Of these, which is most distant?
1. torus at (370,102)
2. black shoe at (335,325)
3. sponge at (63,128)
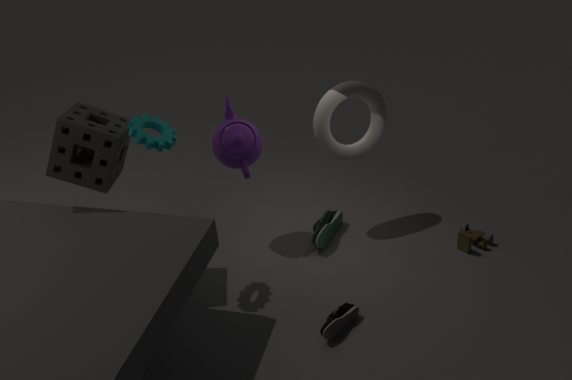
torus at (370,102)
